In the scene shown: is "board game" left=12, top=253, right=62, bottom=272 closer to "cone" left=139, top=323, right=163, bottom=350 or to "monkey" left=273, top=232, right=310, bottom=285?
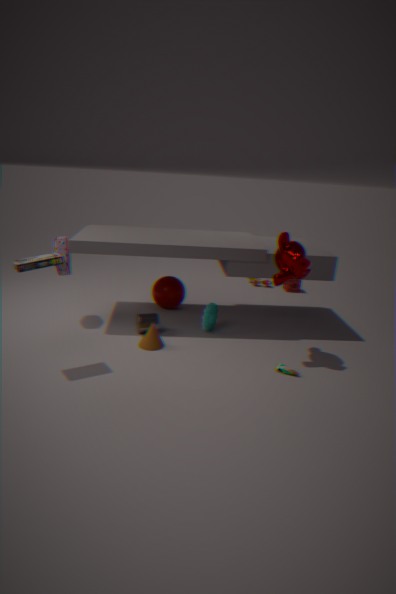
→ "cone" left=139, top=323, right=163, bottom=350
